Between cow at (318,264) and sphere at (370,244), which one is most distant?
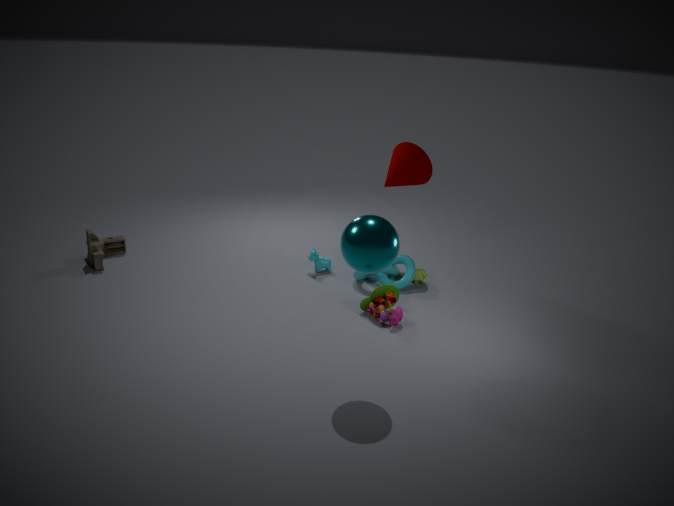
cow at (318,264)
